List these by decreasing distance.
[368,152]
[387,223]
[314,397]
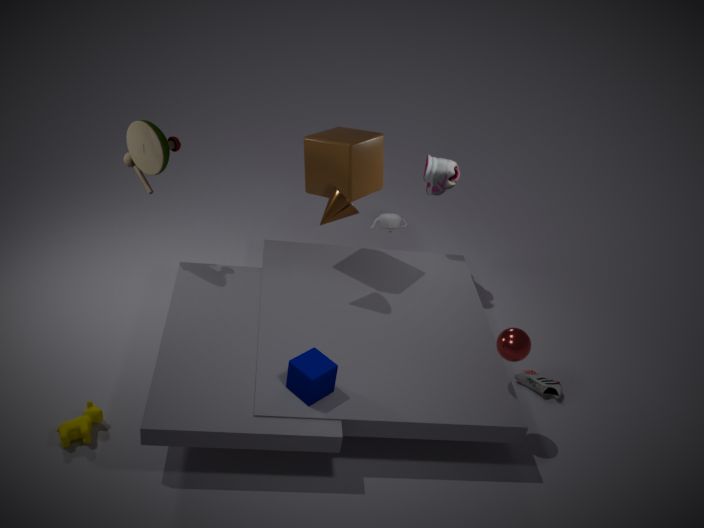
[387,223] < [368,152] < [314,397]
